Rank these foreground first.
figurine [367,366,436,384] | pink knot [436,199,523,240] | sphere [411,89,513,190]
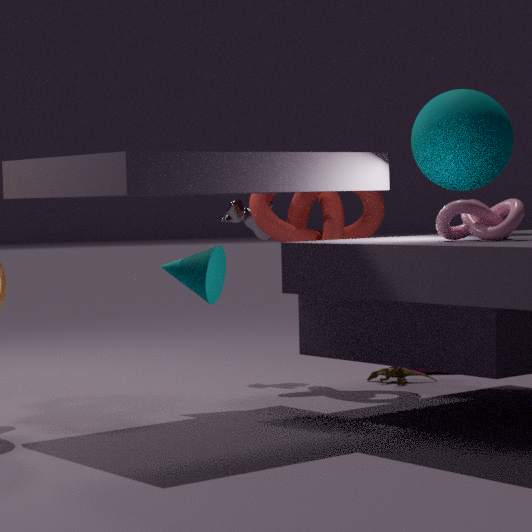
pink knot [436,199,523,240] < sphere [411,89,513,190] < figurine [367,366,436,384]
